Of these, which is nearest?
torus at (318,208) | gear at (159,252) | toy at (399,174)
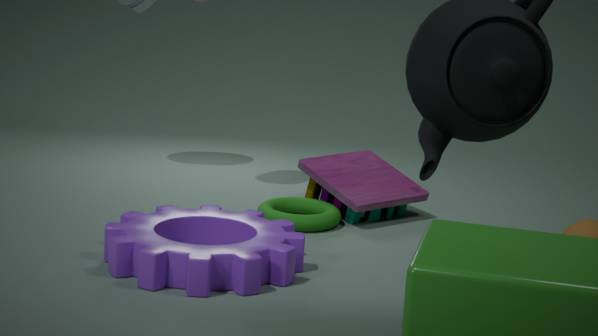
gear at (159,252)
